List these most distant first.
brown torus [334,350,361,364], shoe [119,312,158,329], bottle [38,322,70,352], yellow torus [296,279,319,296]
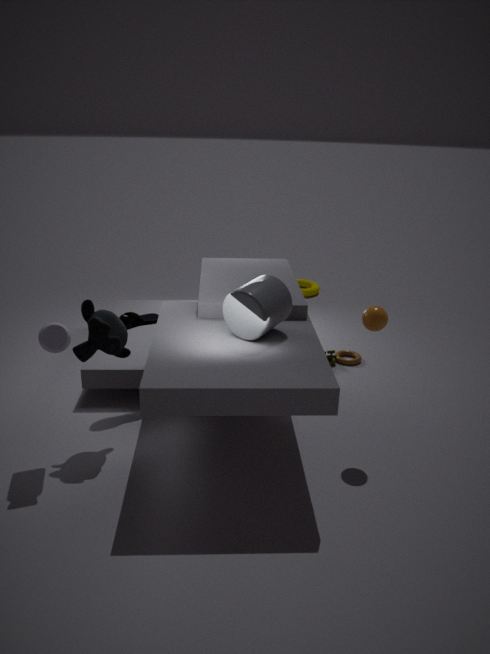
yellow torus [296,279,319,296], brown torus [334,350,361,364], shoe [119,312,158,329], bottle [38,322,70,352]
